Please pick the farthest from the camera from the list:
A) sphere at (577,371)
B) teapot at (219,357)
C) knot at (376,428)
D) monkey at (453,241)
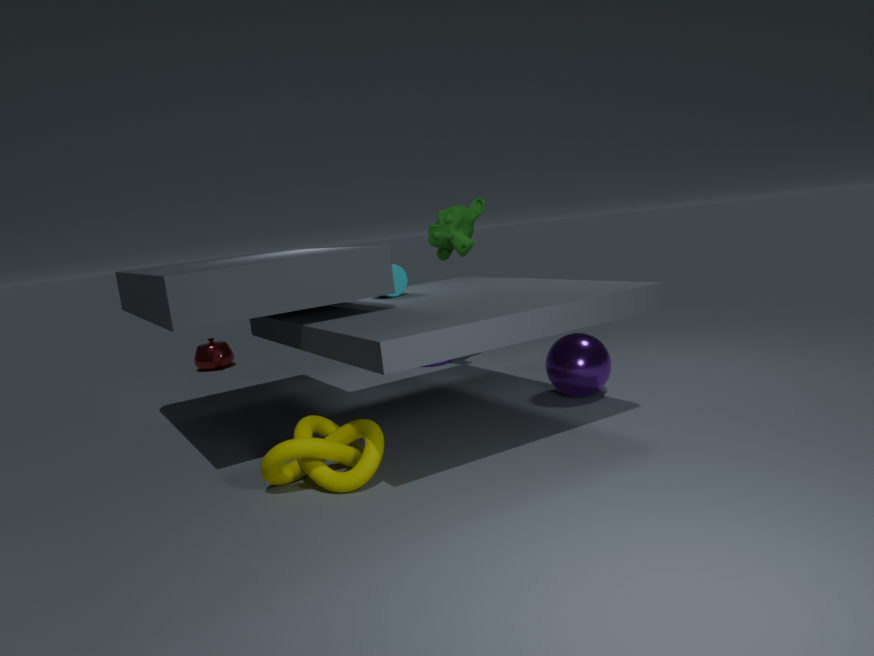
teapot at (219,357)
